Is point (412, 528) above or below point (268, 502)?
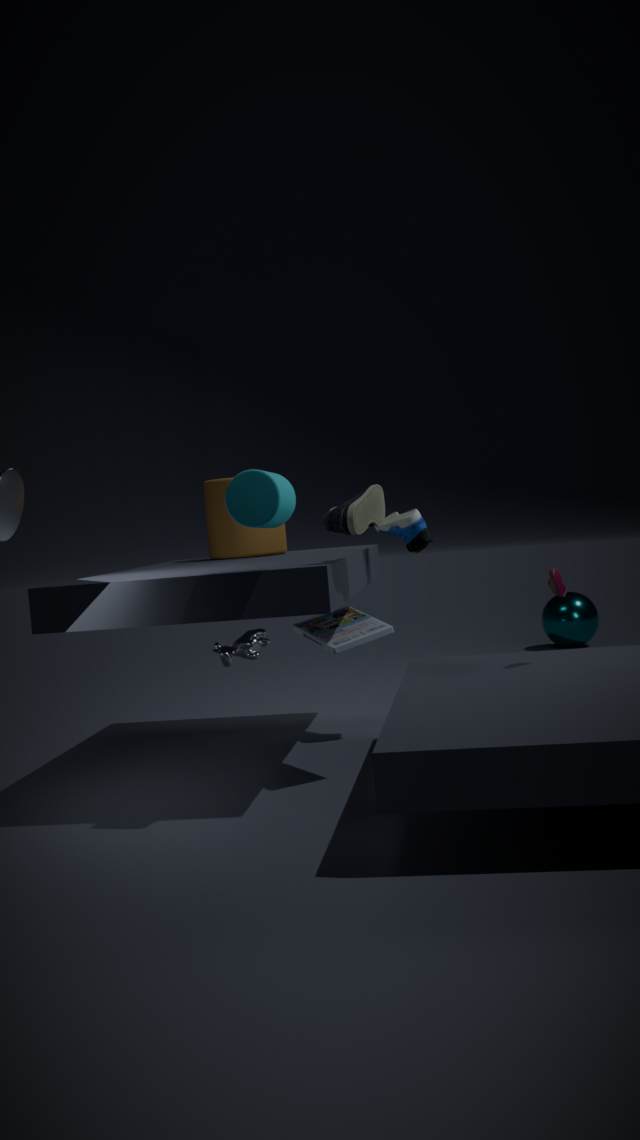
below
